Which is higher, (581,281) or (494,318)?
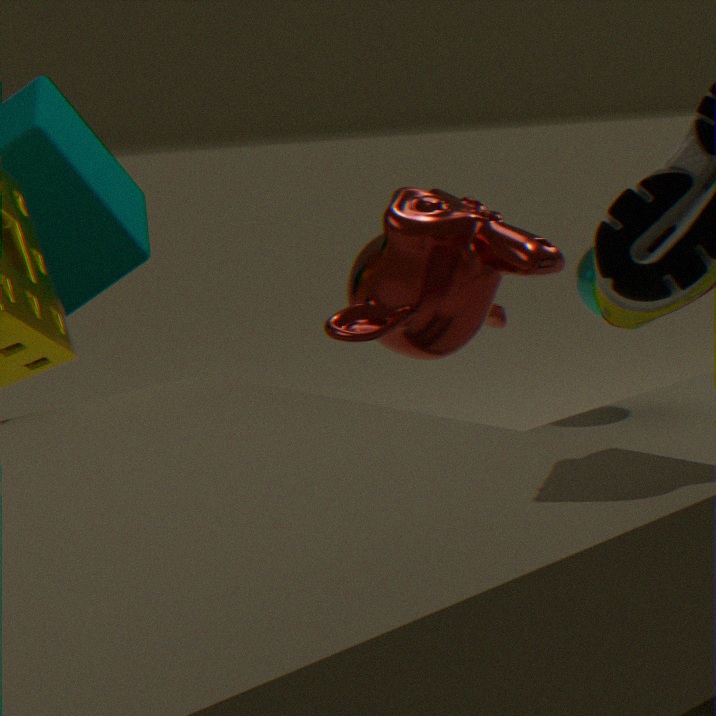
(494,318)
